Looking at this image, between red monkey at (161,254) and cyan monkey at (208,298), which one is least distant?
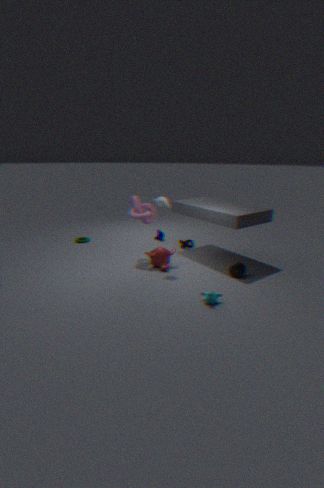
cyan monkey at (208,298)
